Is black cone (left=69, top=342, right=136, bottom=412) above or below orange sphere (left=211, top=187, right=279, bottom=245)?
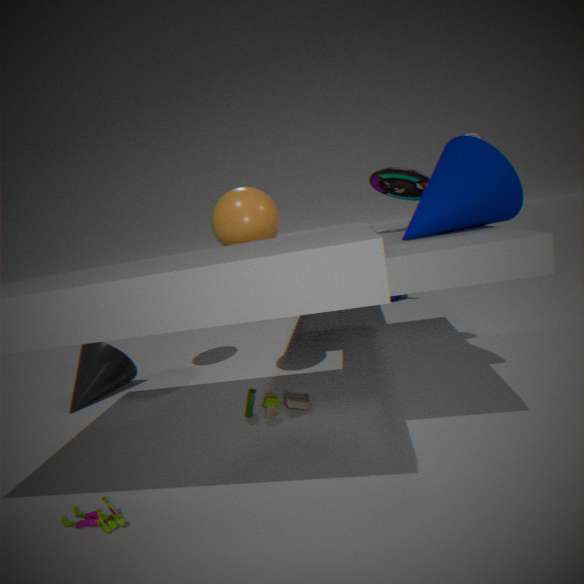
below
